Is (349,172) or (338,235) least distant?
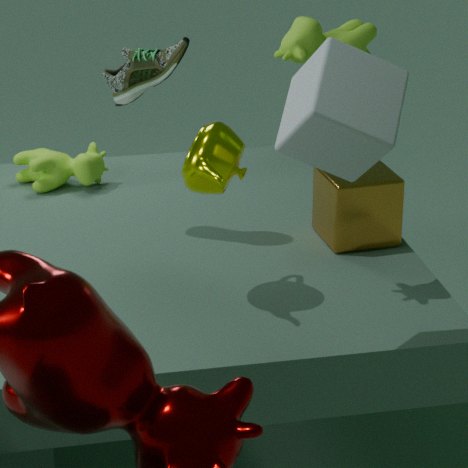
(349,172)
